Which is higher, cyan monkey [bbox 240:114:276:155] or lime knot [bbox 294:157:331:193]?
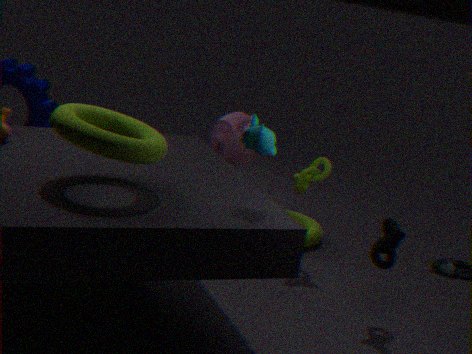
cyan monkey [bbox 240:114:276:155]
